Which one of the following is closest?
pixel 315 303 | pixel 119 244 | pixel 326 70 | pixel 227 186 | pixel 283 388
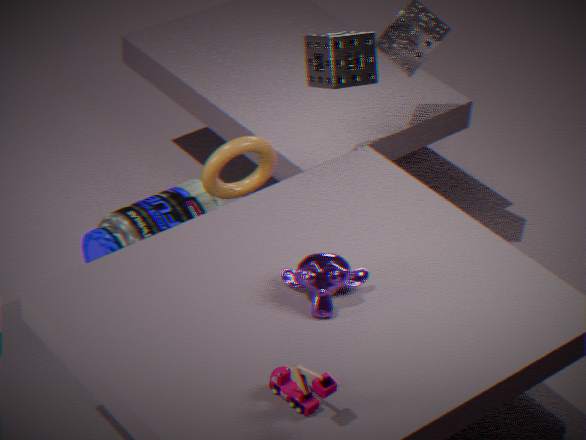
pixel 283 388
